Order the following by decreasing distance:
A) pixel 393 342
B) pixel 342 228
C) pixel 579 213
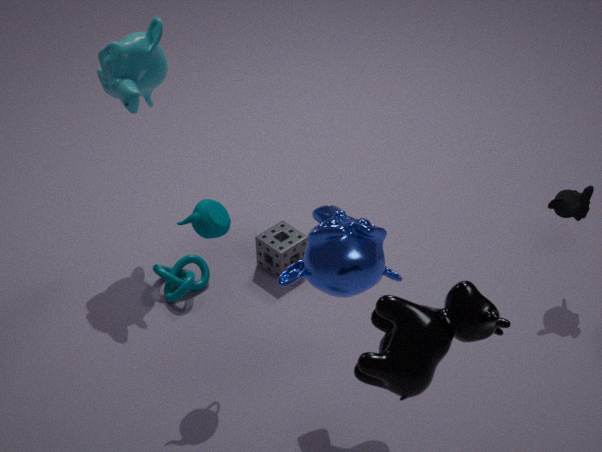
pixel 579 213, pixel 342 228, pixel 393 342
